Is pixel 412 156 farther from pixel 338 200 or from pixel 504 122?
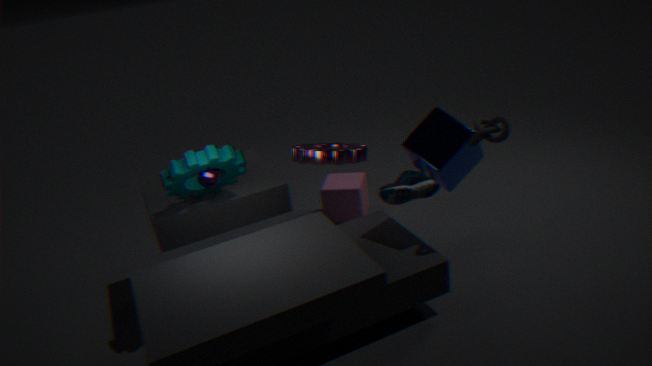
pixel 338 200
